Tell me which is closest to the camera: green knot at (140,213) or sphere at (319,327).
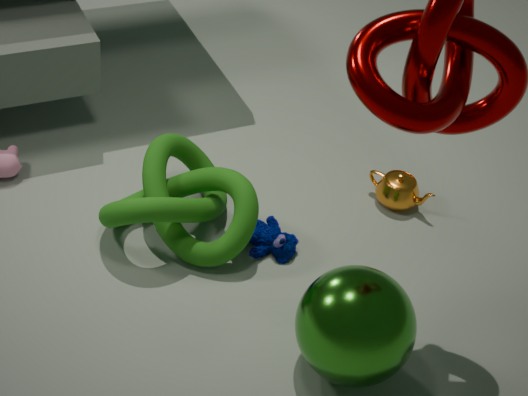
sphere at (319,327)
